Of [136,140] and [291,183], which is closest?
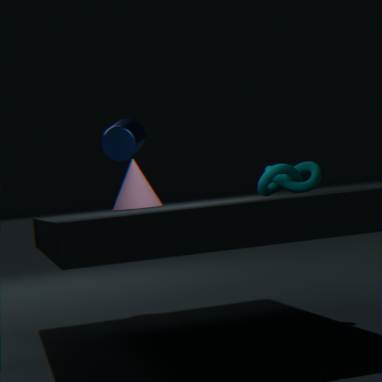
[291,183]
